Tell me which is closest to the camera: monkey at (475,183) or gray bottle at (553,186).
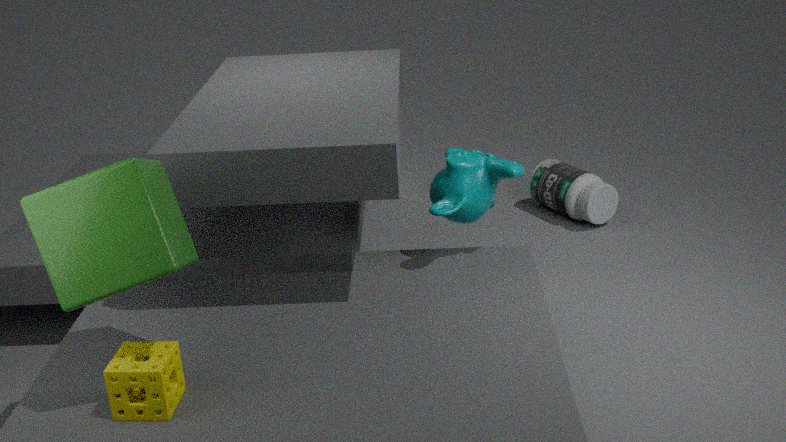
monkey at (475,183)
